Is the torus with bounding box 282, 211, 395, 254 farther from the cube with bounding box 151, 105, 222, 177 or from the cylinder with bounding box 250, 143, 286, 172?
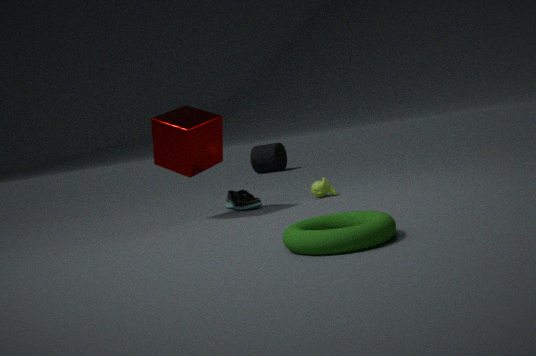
the cylinder with bounding box 250, 143, 286, 172
